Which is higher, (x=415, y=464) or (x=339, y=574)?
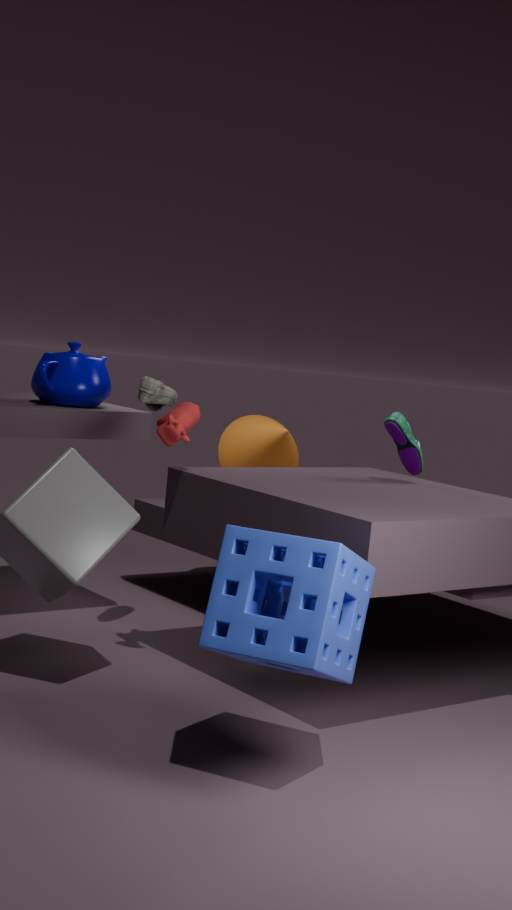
(x=415, y=464)
